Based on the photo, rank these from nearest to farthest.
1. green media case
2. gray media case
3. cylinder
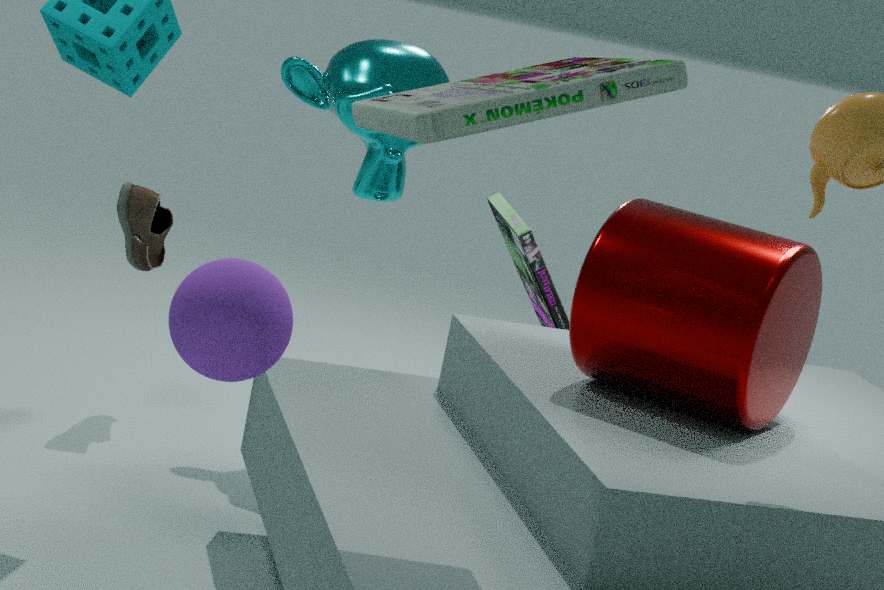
1. green media case
2. cylinder
3. gray media case
